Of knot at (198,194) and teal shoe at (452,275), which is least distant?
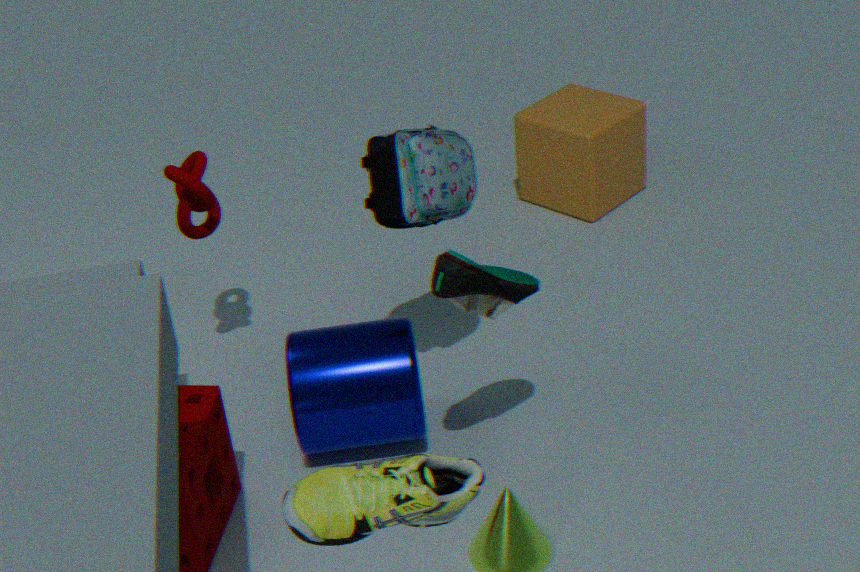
teal shoe at (452,275)
